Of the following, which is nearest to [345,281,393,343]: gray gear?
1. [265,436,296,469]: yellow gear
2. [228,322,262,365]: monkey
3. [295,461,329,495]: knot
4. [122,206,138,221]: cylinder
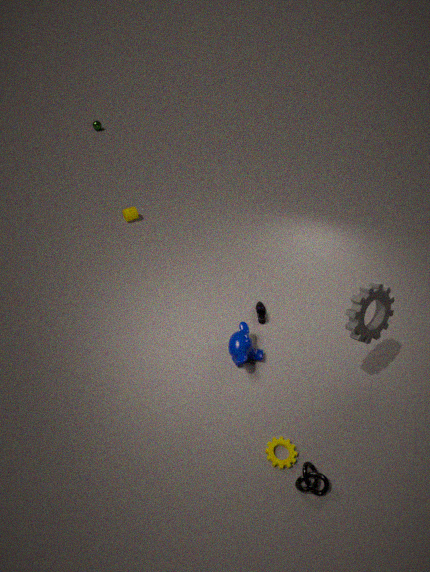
[228,322,262,365]: monkey
